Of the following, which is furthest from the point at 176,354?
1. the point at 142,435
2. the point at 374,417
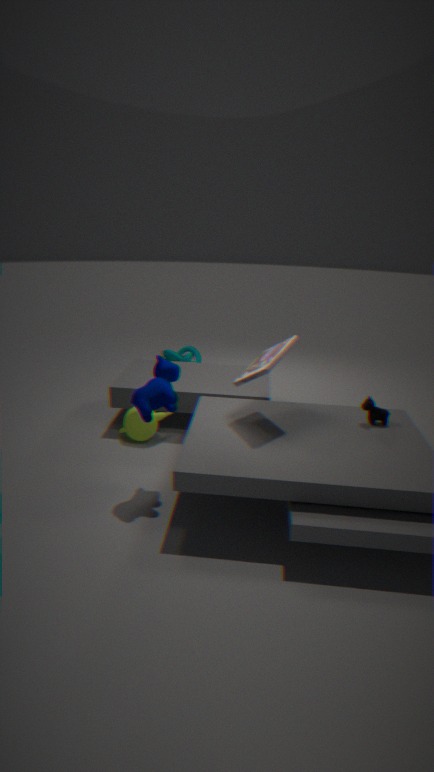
the point at 374,417
